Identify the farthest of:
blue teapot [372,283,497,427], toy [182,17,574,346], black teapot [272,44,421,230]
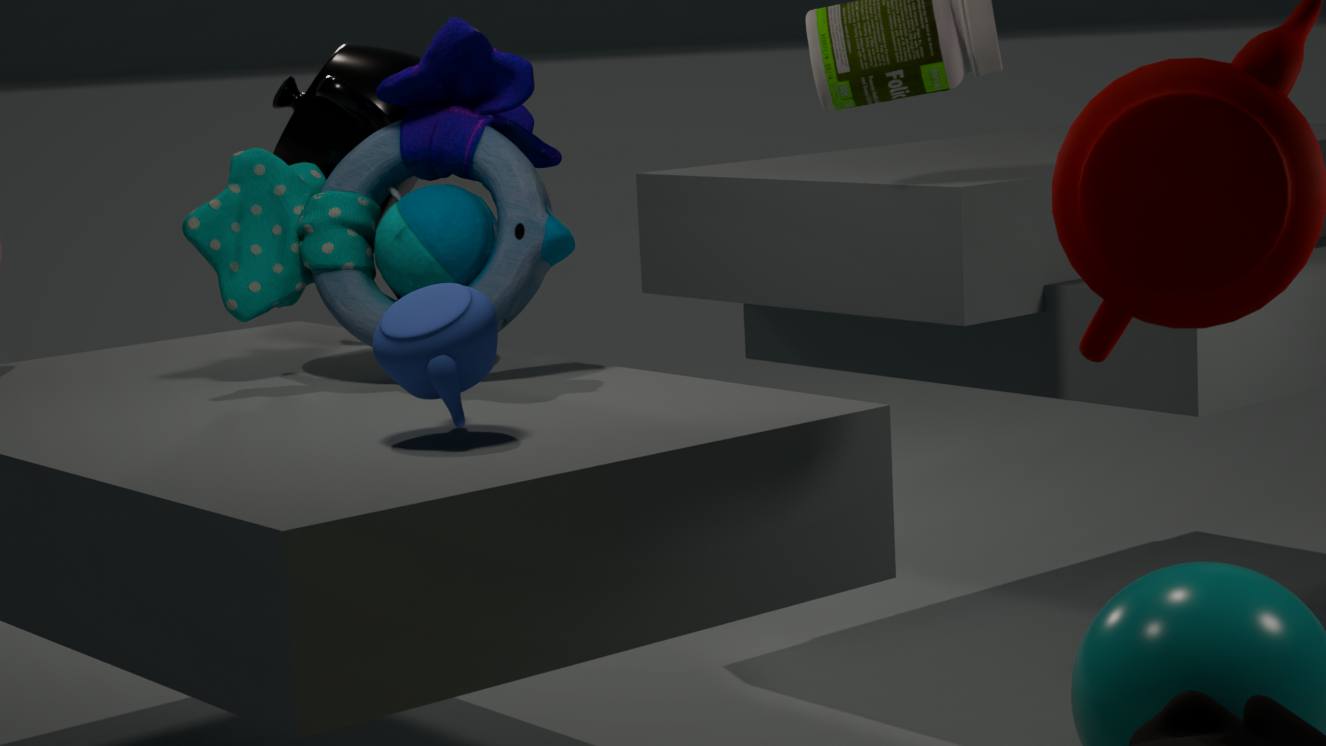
black teapot [272,44,421,230]
